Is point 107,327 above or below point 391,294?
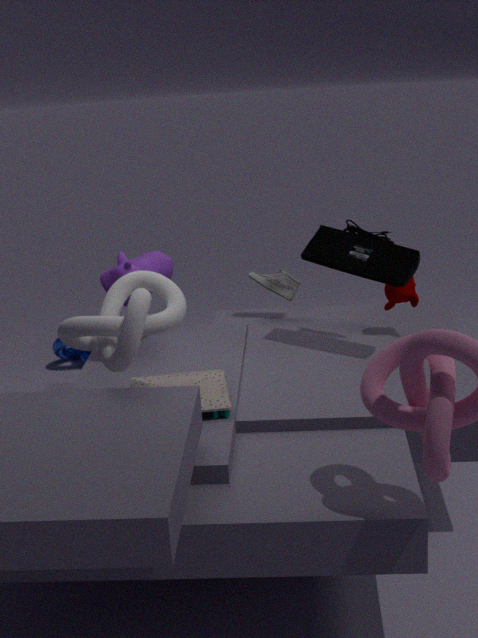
above
